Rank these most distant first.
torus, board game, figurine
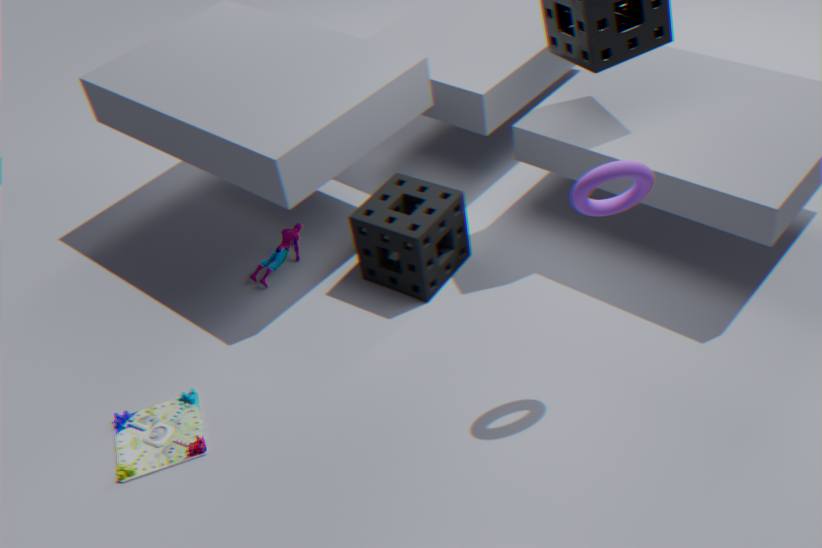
figurine < board game < torus
